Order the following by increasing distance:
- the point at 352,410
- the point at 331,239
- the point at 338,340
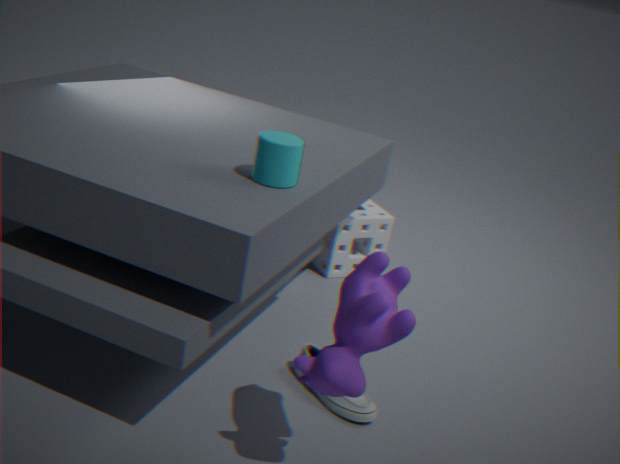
1. the point at 338,340
2. the point at 352,410
3. the point at 331,239
